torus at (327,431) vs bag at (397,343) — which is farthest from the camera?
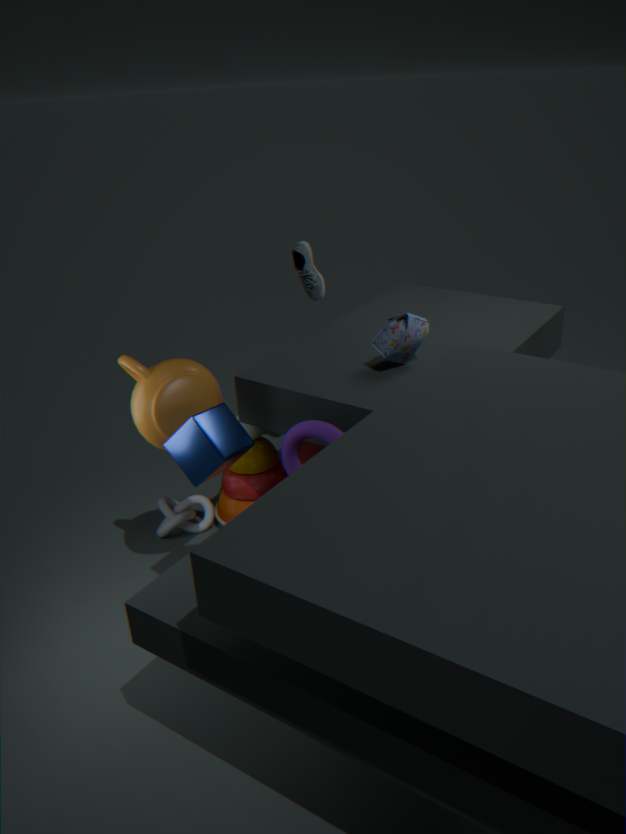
bag at (397,343)
